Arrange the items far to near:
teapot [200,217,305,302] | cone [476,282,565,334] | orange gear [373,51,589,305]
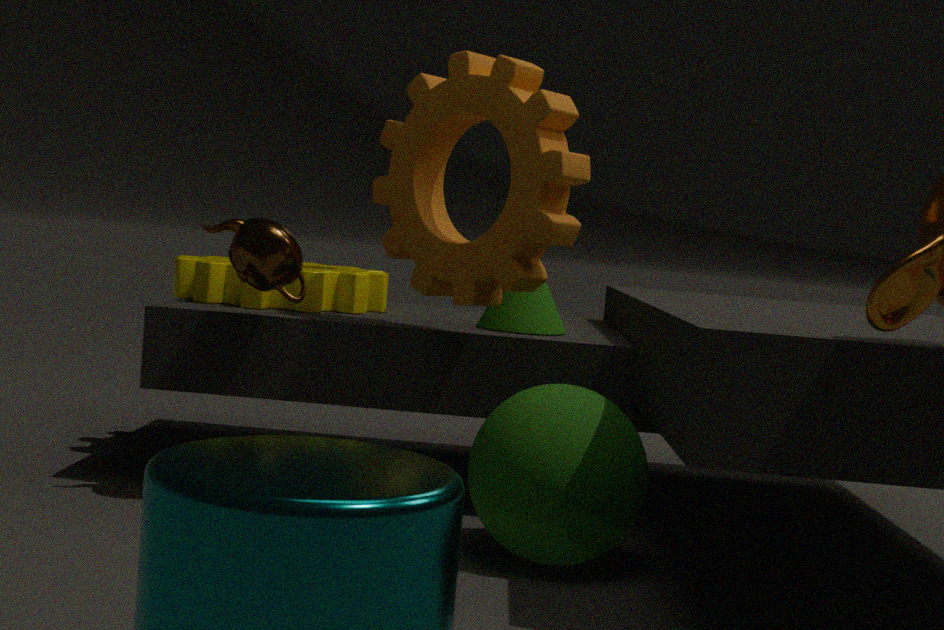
cone [476,282,565,334]
teapot [200,217,305,302]
orange gear [373,51,589,305]
